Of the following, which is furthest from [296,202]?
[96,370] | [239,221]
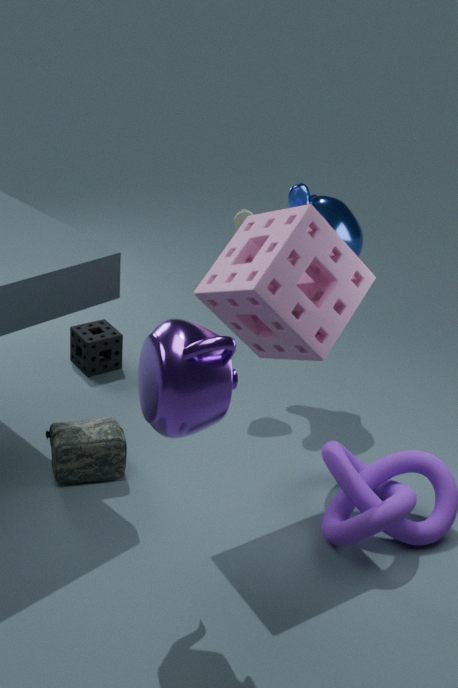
[96,370]
